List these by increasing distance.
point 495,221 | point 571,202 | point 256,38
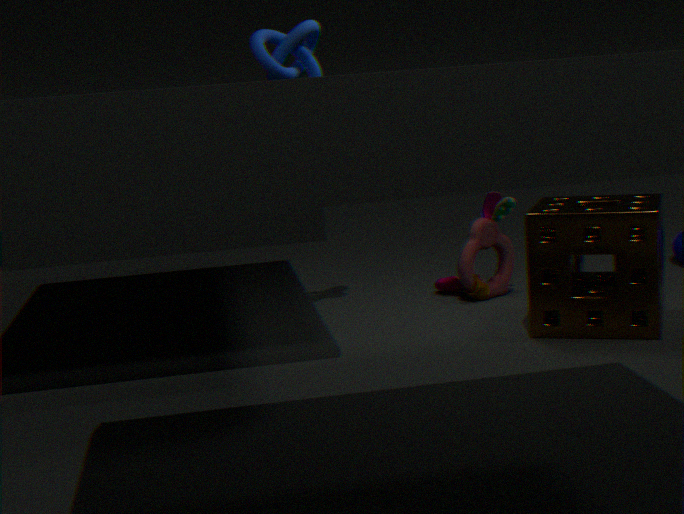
point 571,202, point 256,38, point 495,221
